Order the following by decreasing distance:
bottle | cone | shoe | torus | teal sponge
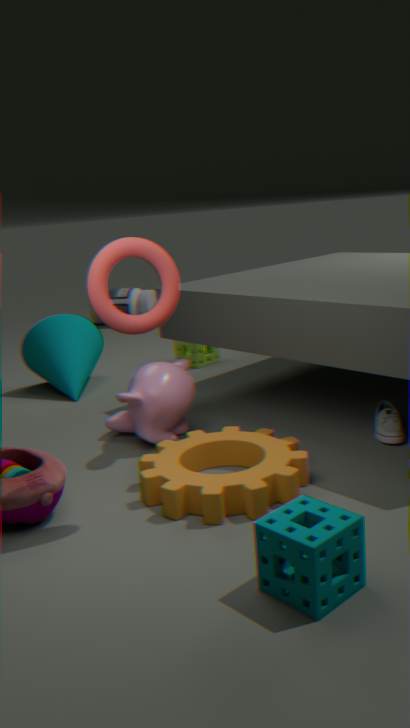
bottle
cone
shoe
torus
teal sponge
